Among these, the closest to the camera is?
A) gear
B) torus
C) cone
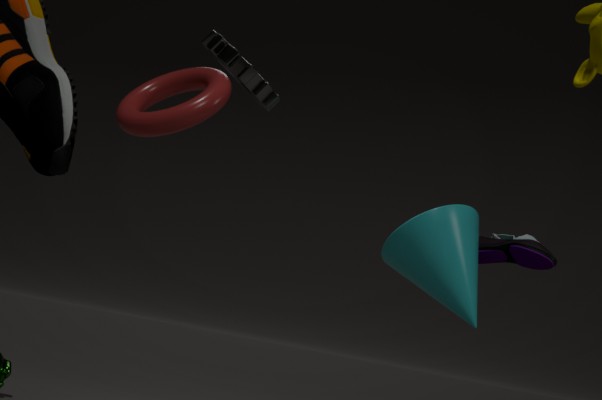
torus
